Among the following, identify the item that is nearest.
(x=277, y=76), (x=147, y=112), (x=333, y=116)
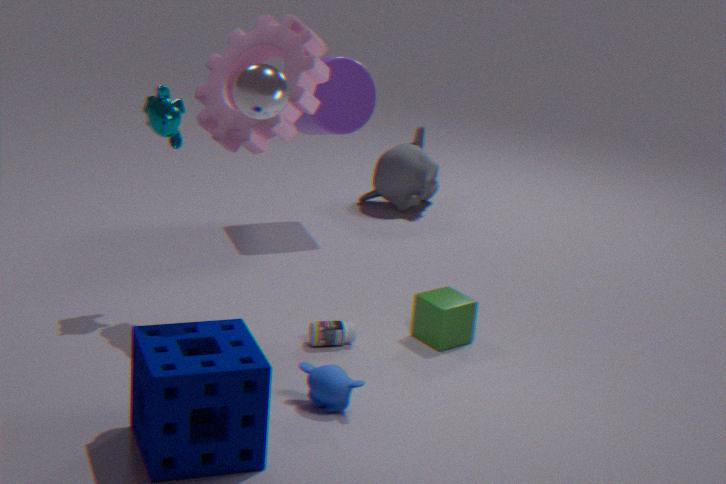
(x=277, y=76)
